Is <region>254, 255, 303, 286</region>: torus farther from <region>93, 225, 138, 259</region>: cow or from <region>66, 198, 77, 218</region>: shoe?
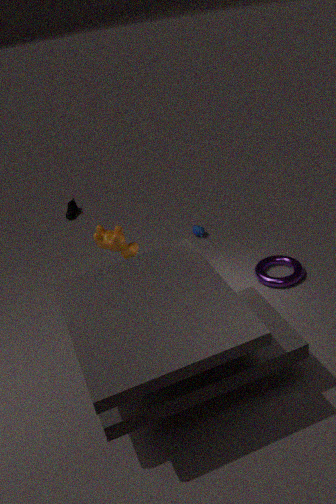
<region>66, 198, 77, 218</region>: shoe
